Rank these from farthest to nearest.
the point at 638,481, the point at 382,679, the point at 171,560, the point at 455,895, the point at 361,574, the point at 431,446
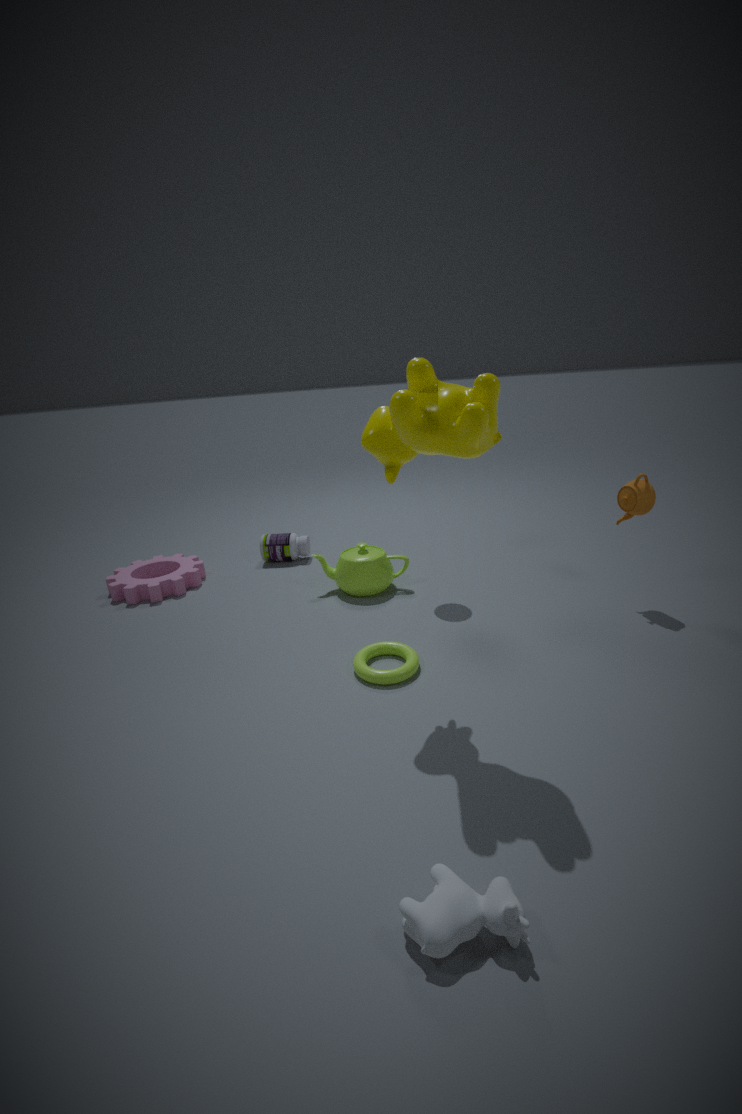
the point at 171,560
the point at 361,574
the point at 638,481
the point at 382,679
the point at 431,446
the point at 455,895
